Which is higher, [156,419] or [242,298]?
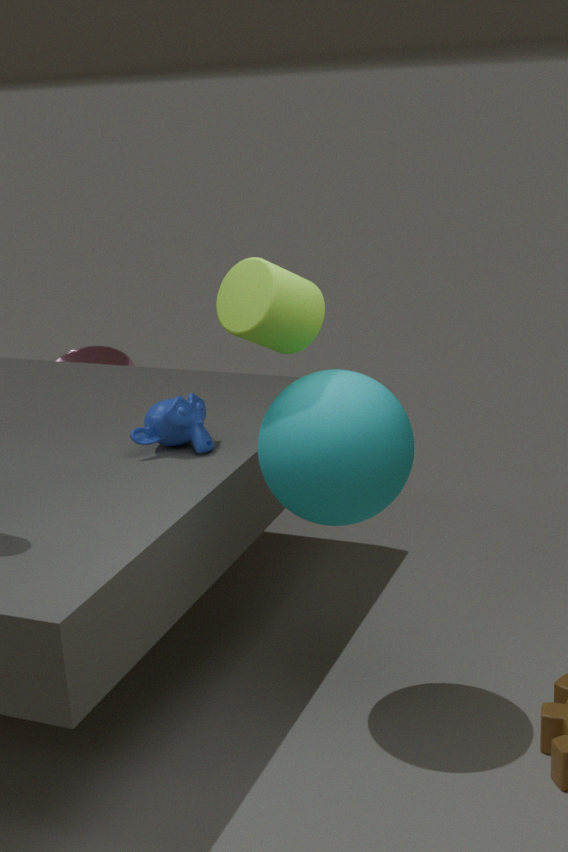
[242,298]
